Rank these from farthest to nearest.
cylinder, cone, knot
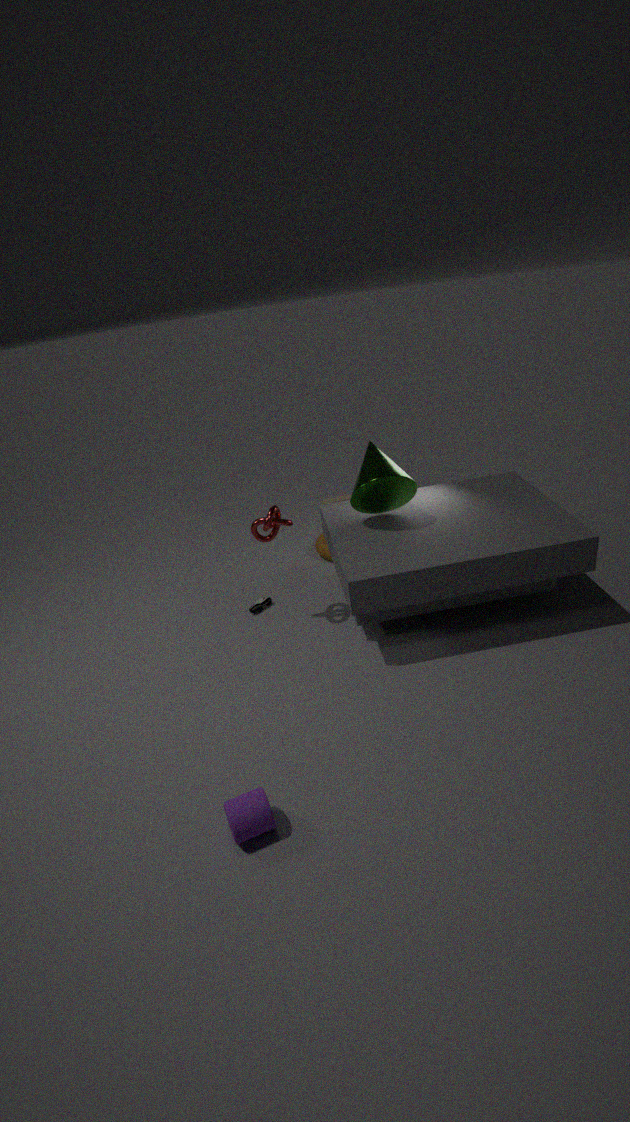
knot < cone < cylinder
